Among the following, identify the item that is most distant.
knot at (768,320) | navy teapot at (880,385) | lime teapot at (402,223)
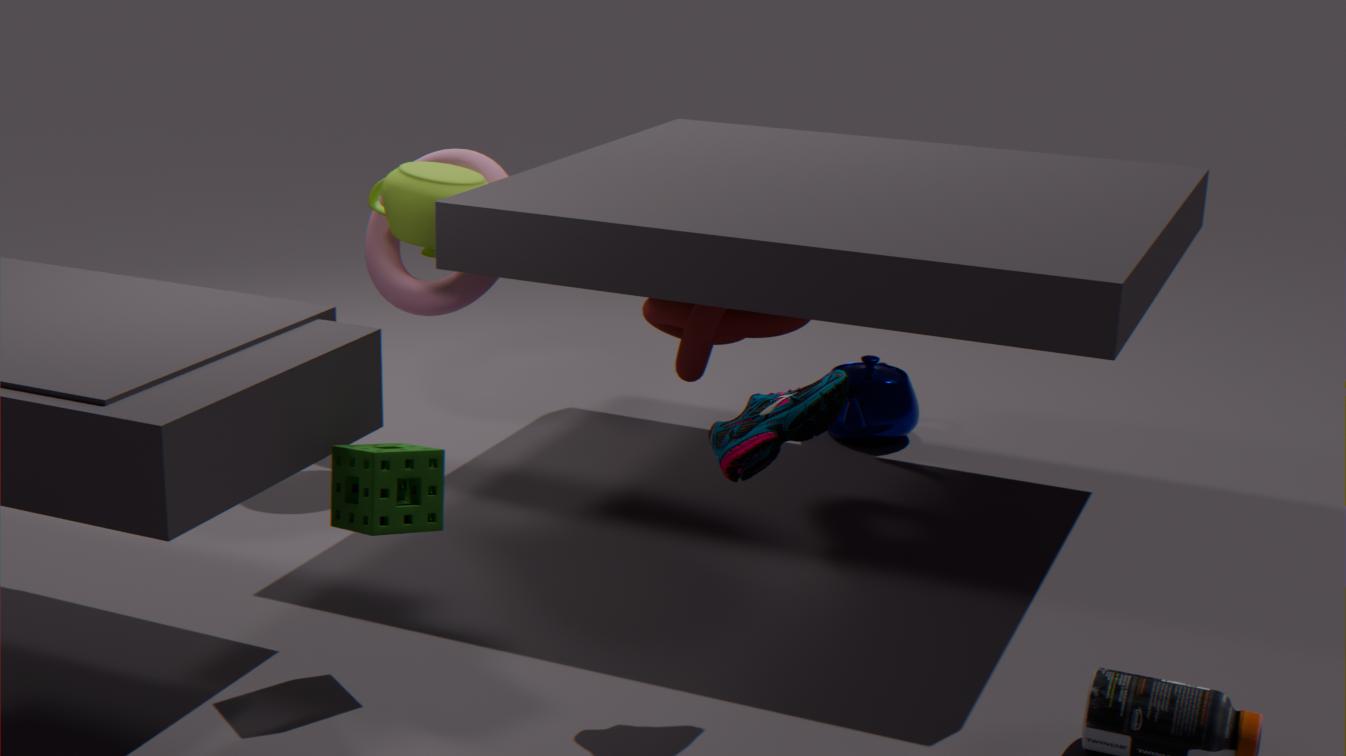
navy teapot at (880,385)
